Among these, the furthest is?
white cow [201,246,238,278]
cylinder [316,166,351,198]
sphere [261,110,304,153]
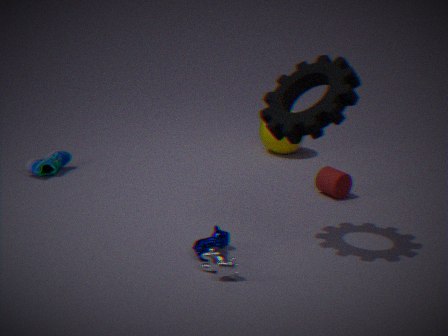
sphere [261,110,304,153]
